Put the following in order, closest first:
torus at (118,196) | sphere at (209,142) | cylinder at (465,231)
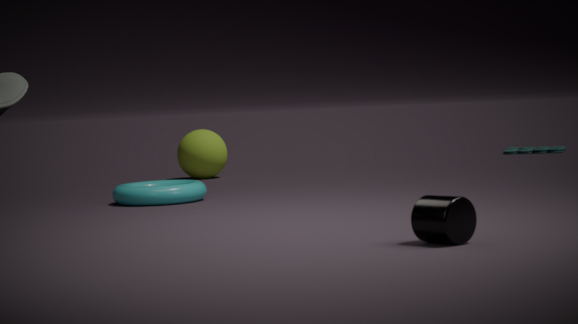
cylinder at (465,231) < torus at (118,196) < sphere at (209,142)
